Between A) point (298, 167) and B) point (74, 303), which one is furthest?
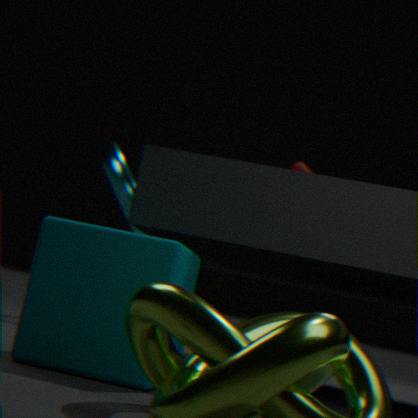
A. point (298, 167)
